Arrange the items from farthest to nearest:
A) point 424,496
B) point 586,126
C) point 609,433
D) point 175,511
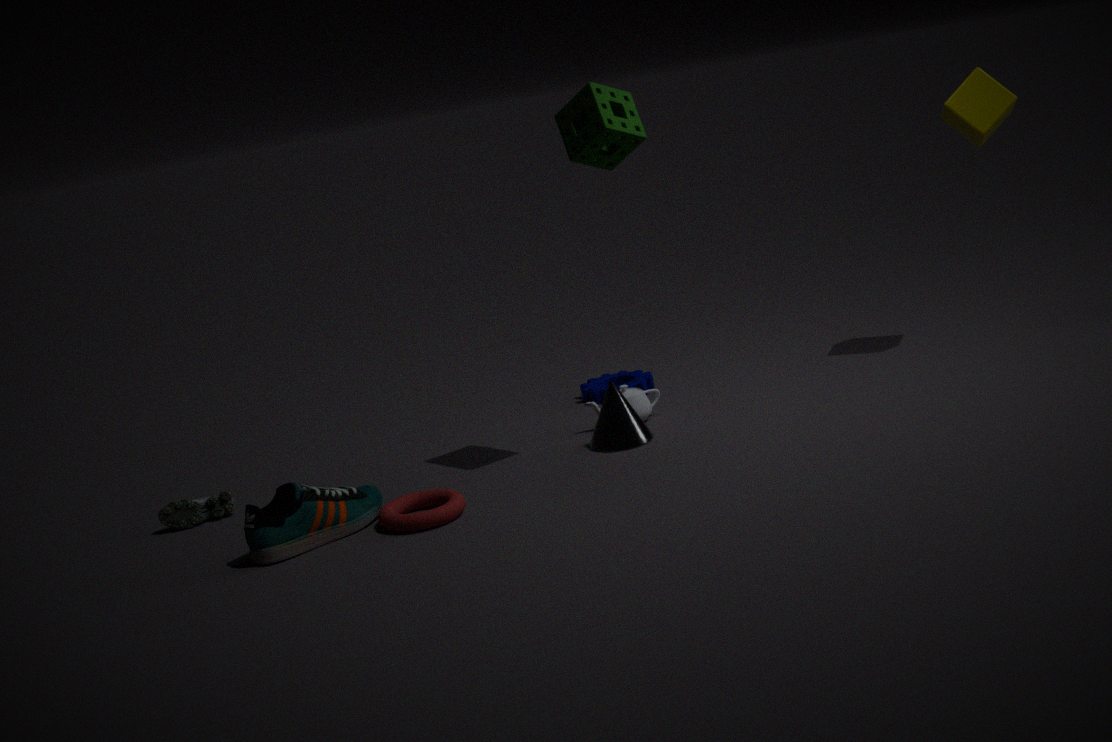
point 609,433, point 175,511, point 424,496, point 586,126
